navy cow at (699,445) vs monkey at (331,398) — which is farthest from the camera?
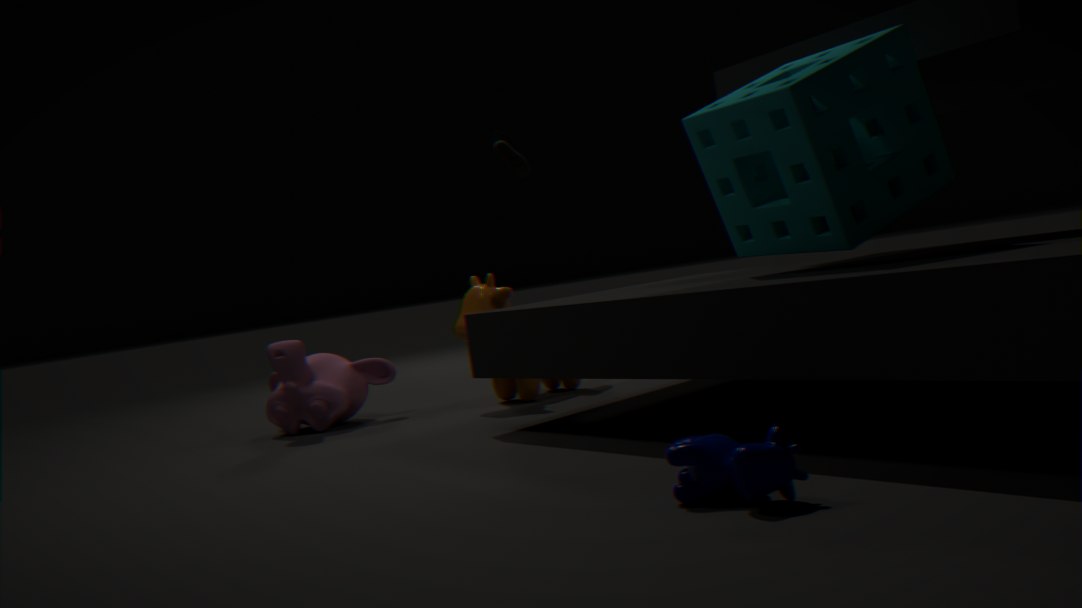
monkey at (331,398)
